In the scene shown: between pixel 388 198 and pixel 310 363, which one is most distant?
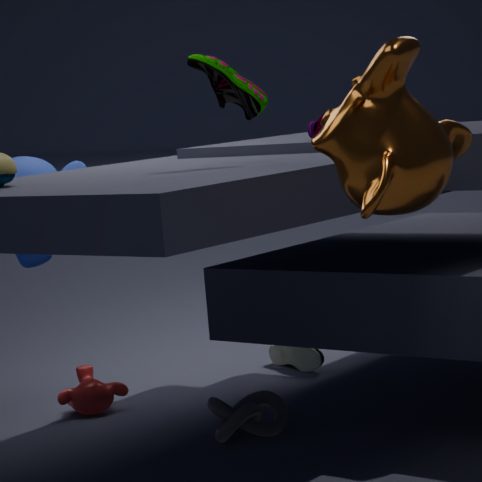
pixel 310 363
